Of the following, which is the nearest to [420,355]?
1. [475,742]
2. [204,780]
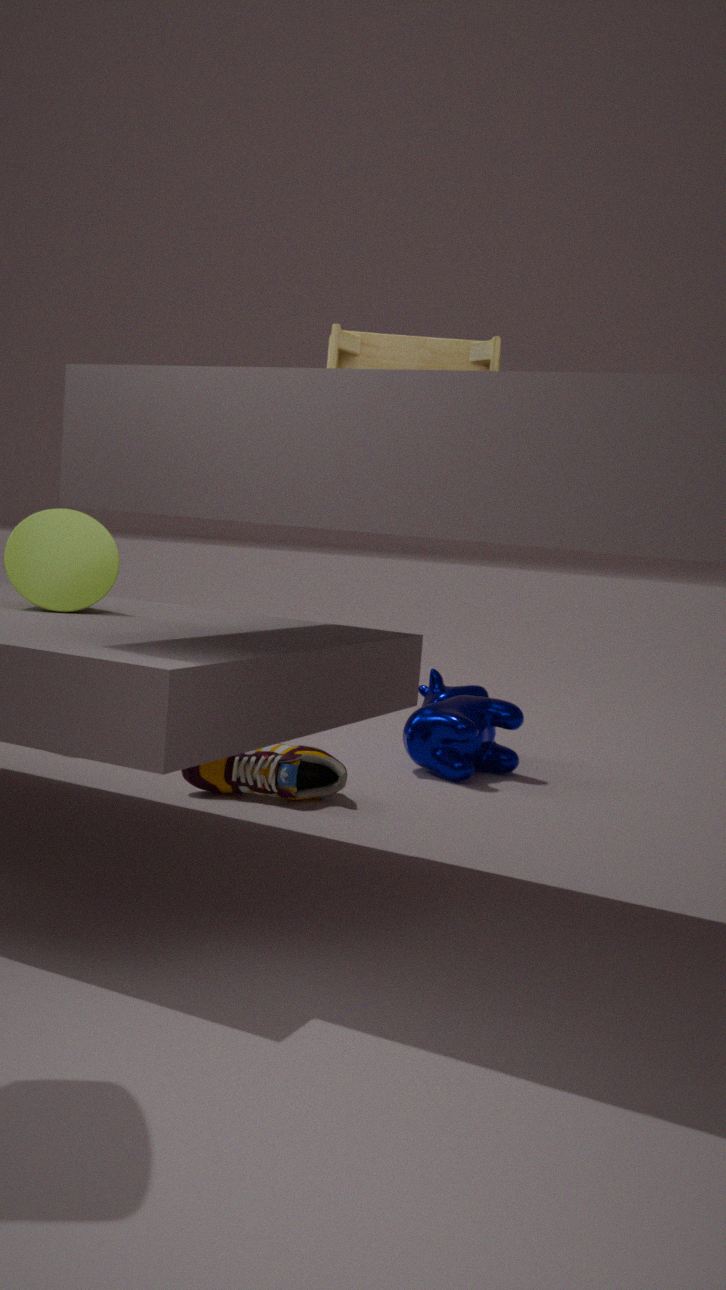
[204,780]
